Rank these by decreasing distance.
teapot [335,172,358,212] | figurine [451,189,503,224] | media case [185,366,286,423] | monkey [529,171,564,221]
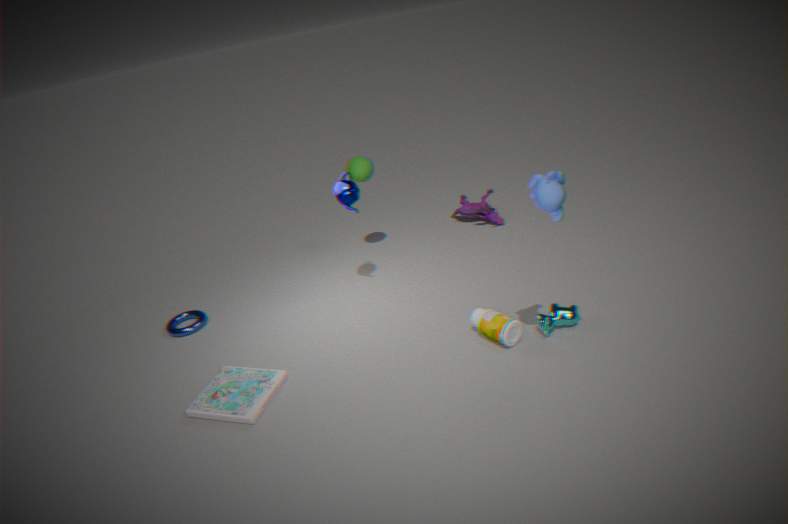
figurine [451,189,503,224], teapot [335,172,358,212], media case [185,366,286,423], monkey [529,171,564,221]
